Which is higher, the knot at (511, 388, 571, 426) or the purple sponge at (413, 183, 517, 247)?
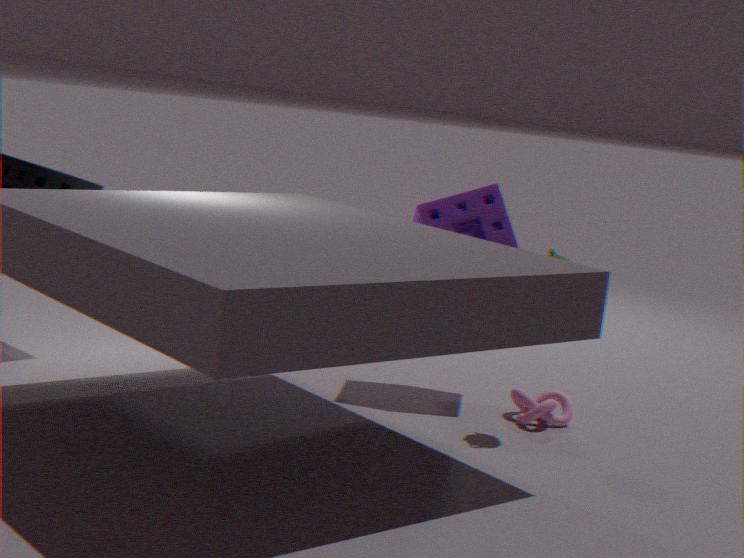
the purple sponge at (413, 183, 517, 247)
